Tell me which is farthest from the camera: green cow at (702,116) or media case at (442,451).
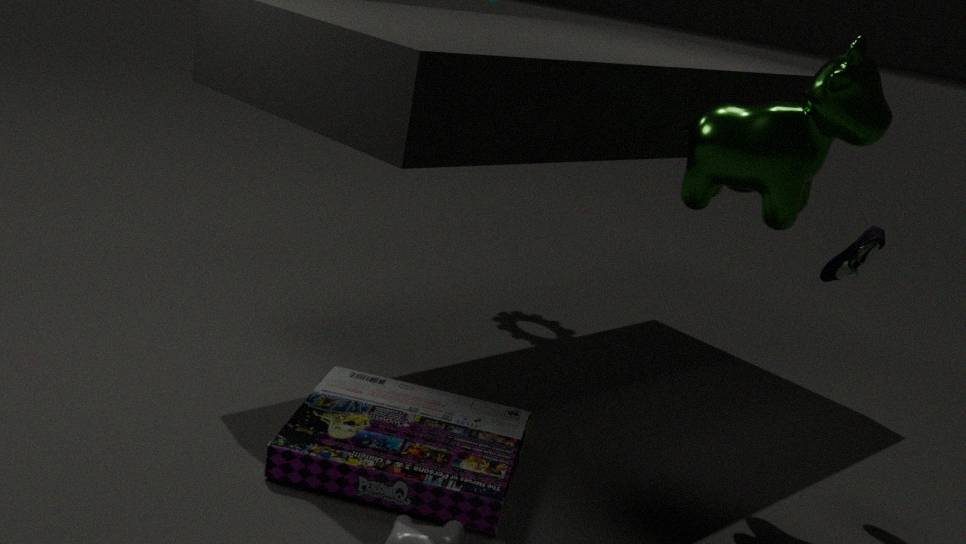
green cow at (702,116)
